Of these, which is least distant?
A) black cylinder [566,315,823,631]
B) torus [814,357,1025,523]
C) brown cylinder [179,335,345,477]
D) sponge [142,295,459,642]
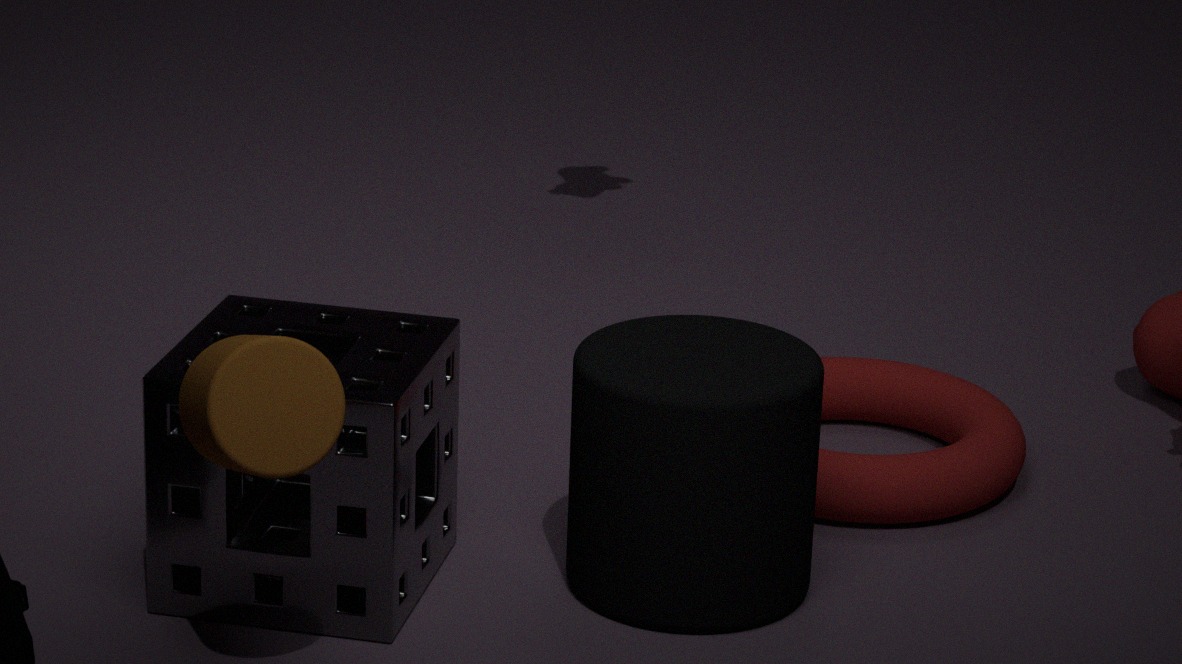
brown cylinder [179,335,345,477]
